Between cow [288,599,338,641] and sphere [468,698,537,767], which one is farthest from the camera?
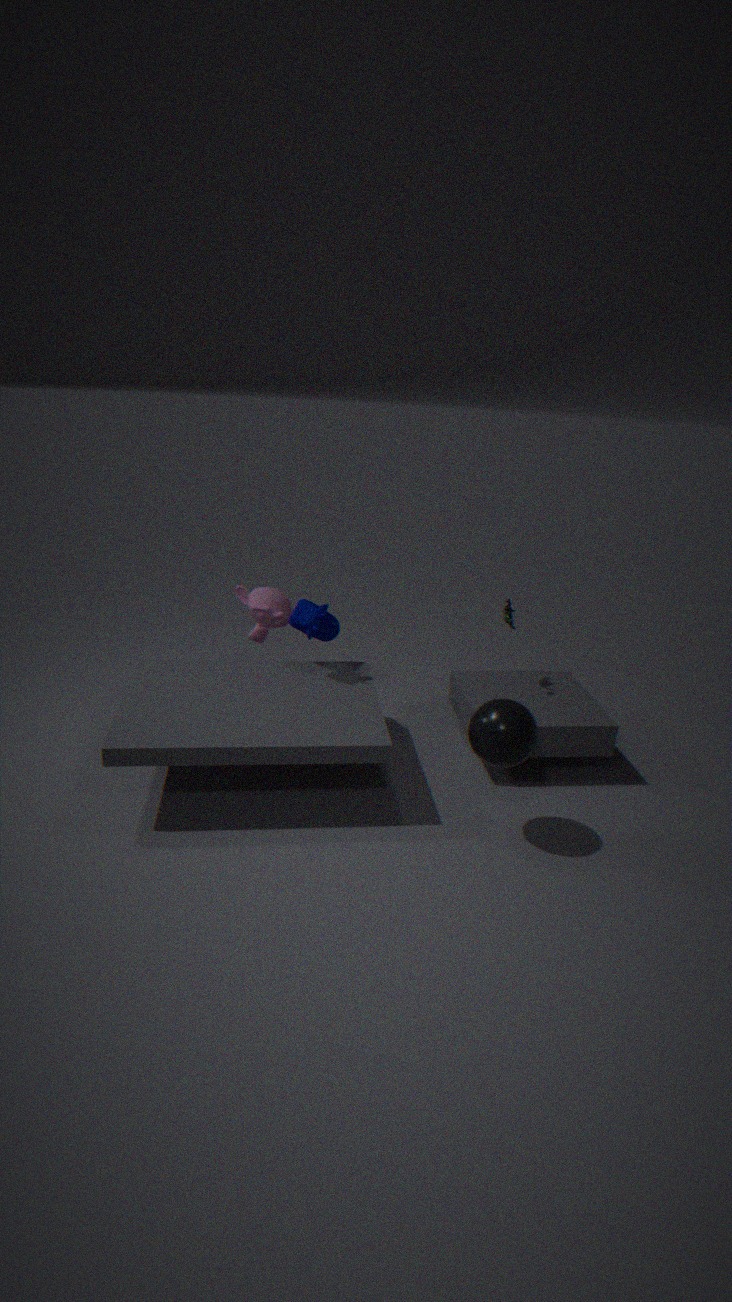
cow [288,599,338,641]
